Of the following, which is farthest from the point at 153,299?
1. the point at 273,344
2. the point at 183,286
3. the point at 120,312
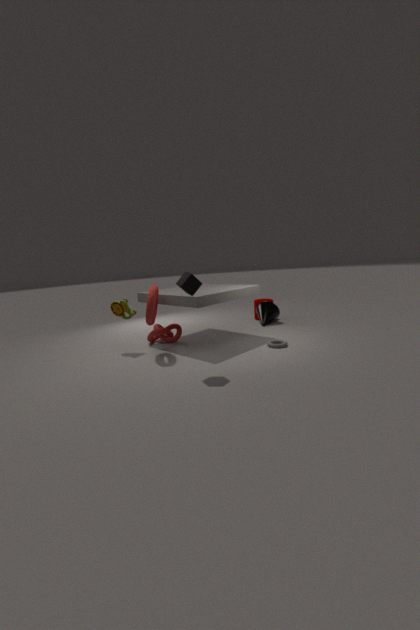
the point at 273,344
